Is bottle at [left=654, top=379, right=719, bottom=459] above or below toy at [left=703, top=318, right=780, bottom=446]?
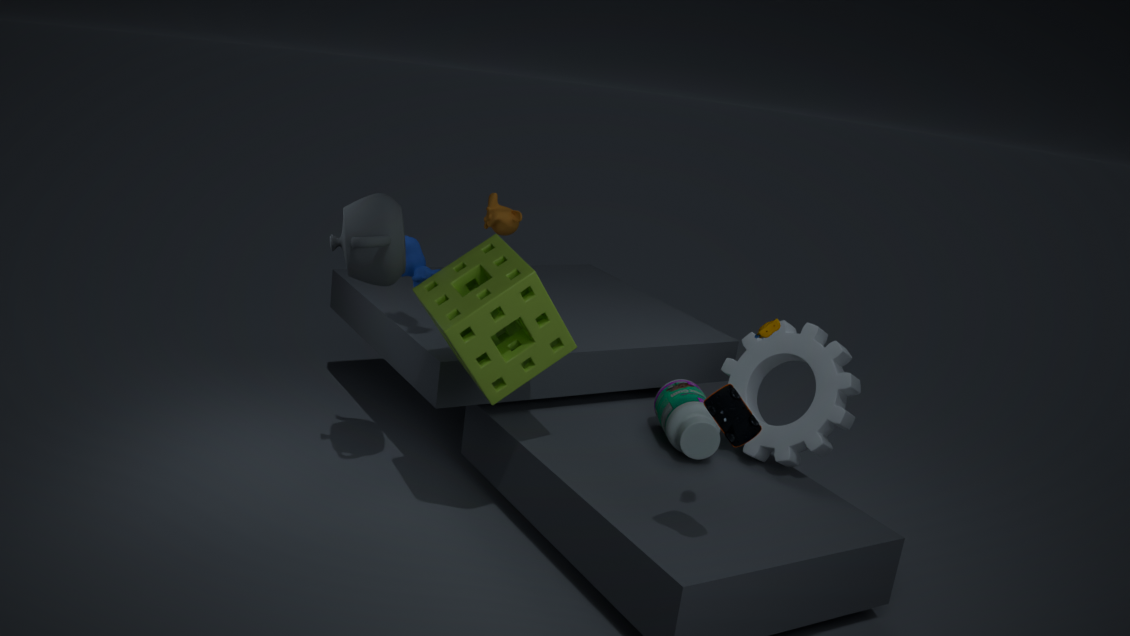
below
